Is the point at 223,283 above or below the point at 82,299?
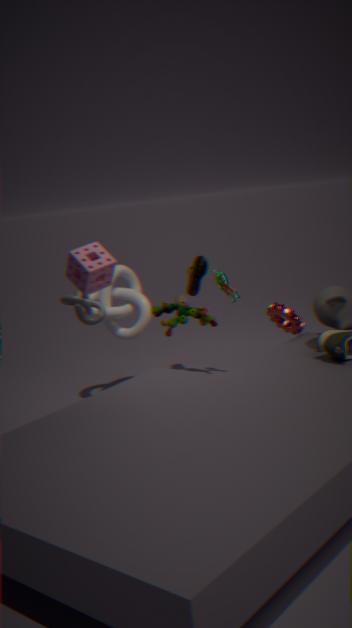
below
